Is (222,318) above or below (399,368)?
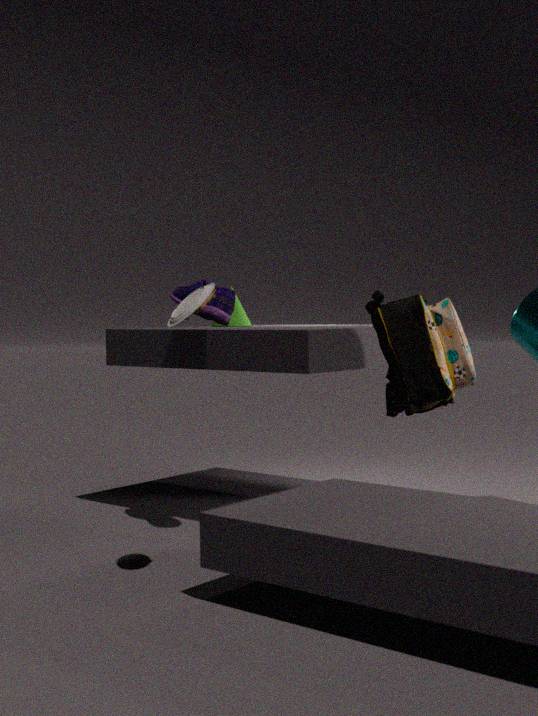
above
